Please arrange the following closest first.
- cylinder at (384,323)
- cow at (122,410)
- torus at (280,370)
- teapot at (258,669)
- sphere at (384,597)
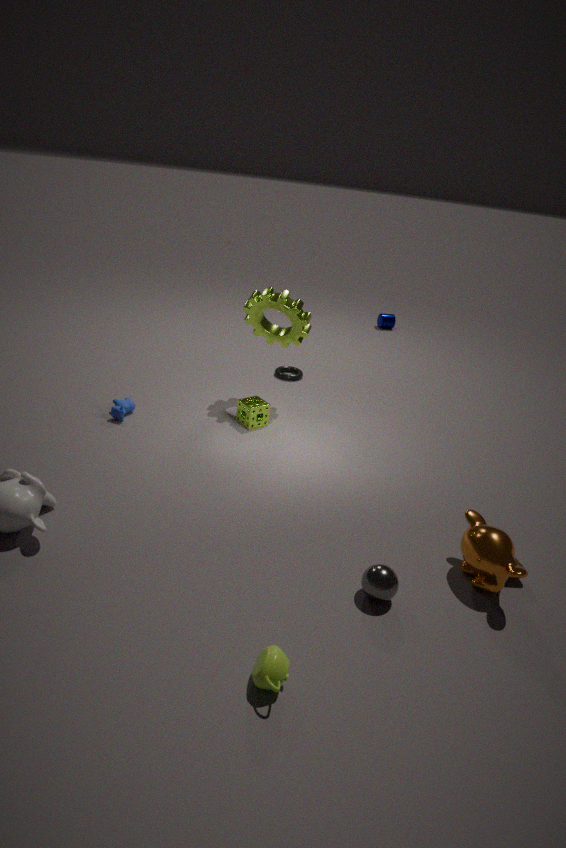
teapot at (258,669) → sphere at (384,597) → cow at (122,410) → torus at (280,370) → cylinder at (384,323)
